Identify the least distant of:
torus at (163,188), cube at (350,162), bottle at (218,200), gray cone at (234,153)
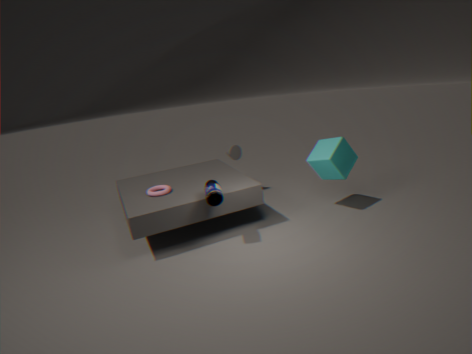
bottle at (218,200)
